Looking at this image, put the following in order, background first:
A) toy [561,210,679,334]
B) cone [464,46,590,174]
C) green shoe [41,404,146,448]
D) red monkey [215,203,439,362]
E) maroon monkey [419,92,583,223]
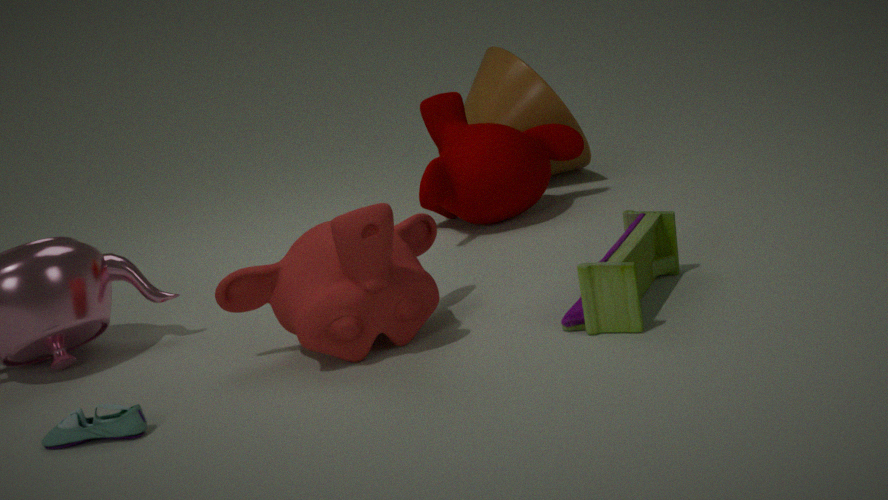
1. cone [464,46,590,174]
2. maroon monkey [419,92,583,223]
3. toy [561,210,679,334]
4. red monkey [215,203,439,362]
5. green shoe [41,404,146,448]
